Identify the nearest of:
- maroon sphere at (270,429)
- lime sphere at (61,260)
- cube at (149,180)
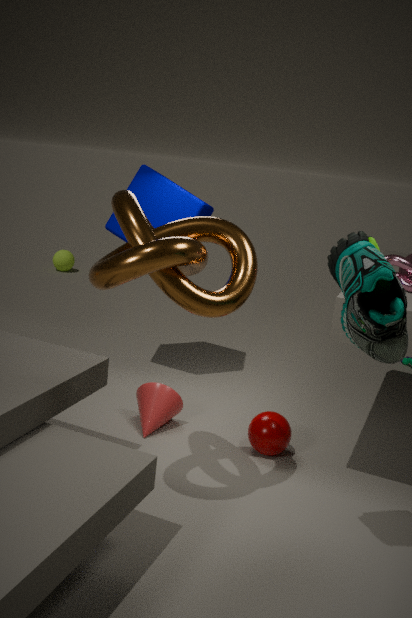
maroon sphere at (270,429)
